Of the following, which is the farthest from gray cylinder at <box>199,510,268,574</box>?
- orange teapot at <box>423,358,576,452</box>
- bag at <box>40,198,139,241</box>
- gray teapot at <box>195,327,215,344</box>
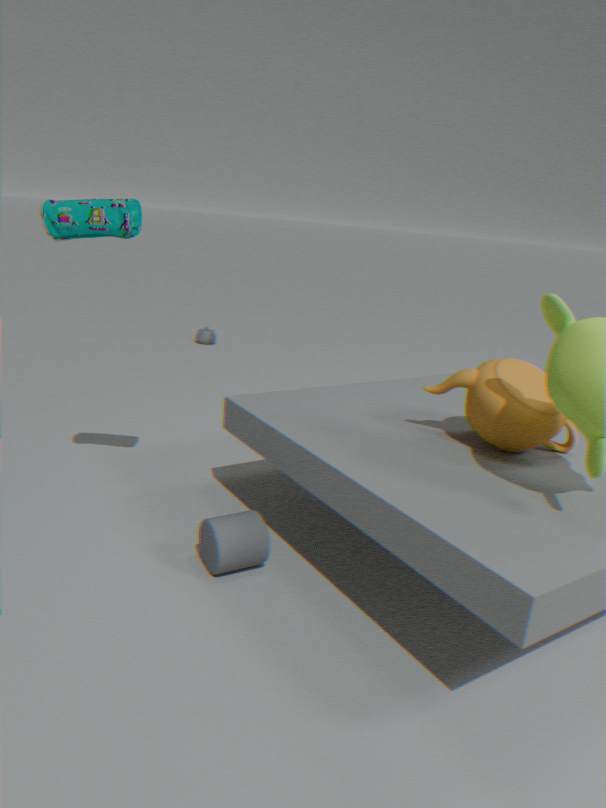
gray teapot at <box>195,327,215,344</box>
